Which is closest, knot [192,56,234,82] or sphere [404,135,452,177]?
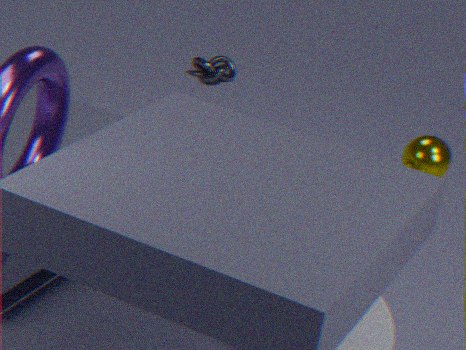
sphere [404,135,452,177]
